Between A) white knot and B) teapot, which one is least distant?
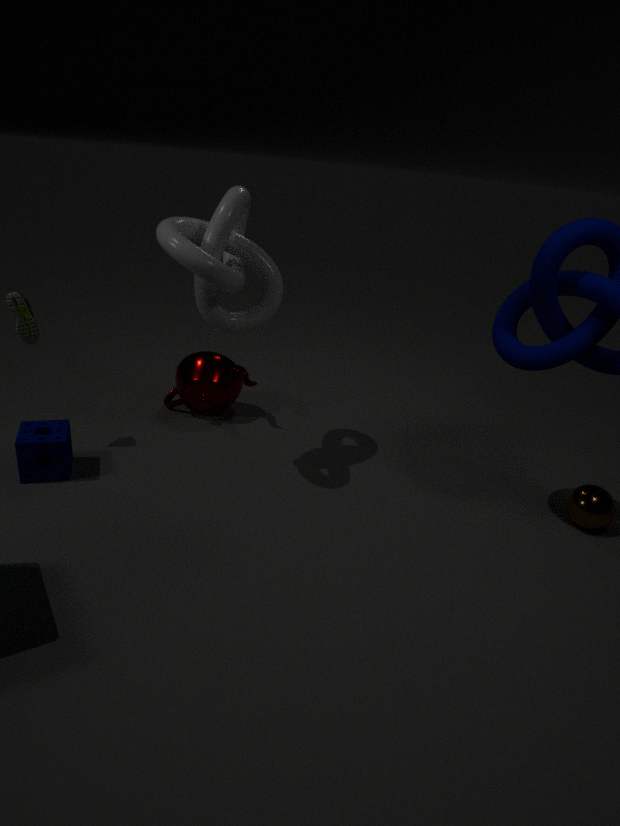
A. white knot
